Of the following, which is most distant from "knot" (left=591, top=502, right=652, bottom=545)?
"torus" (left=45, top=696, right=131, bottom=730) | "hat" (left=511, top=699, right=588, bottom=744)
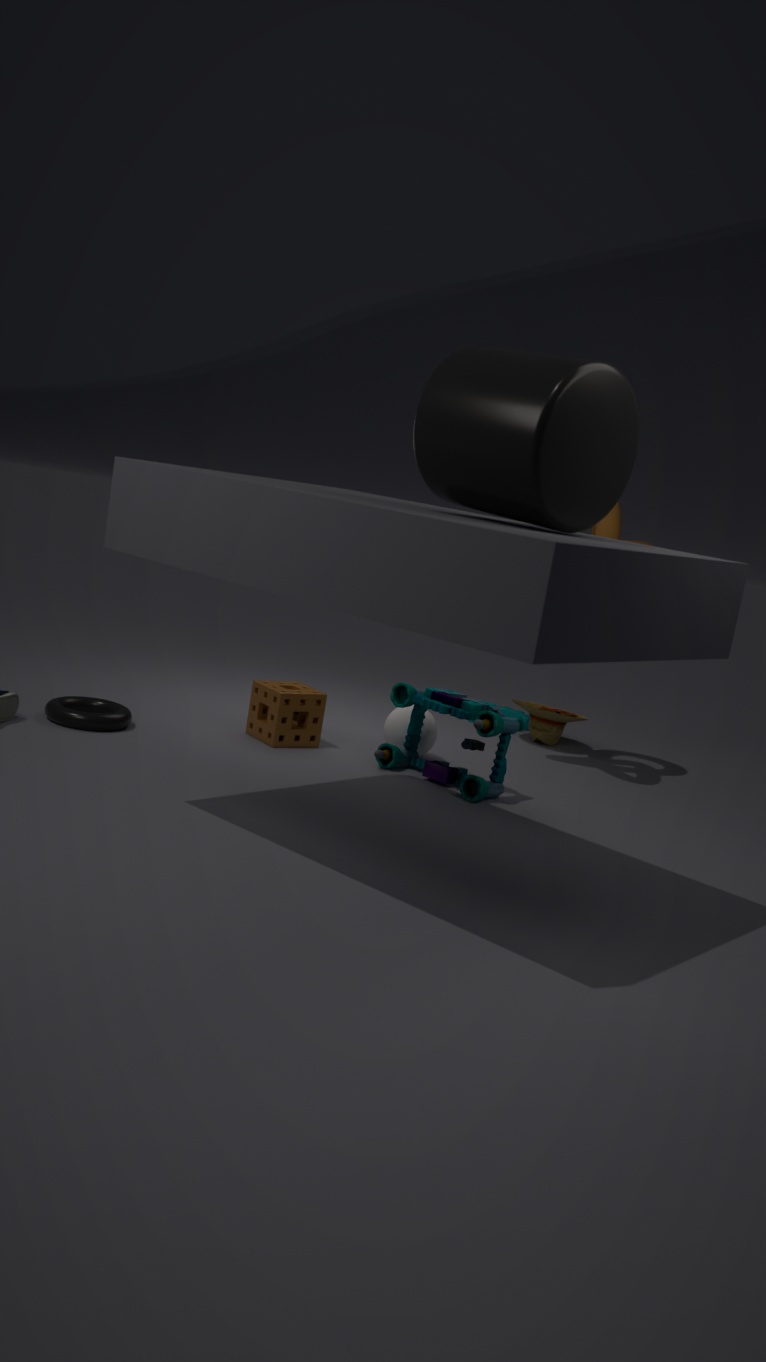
"torus" (left=45, top=696, right=131, bottom=730)
